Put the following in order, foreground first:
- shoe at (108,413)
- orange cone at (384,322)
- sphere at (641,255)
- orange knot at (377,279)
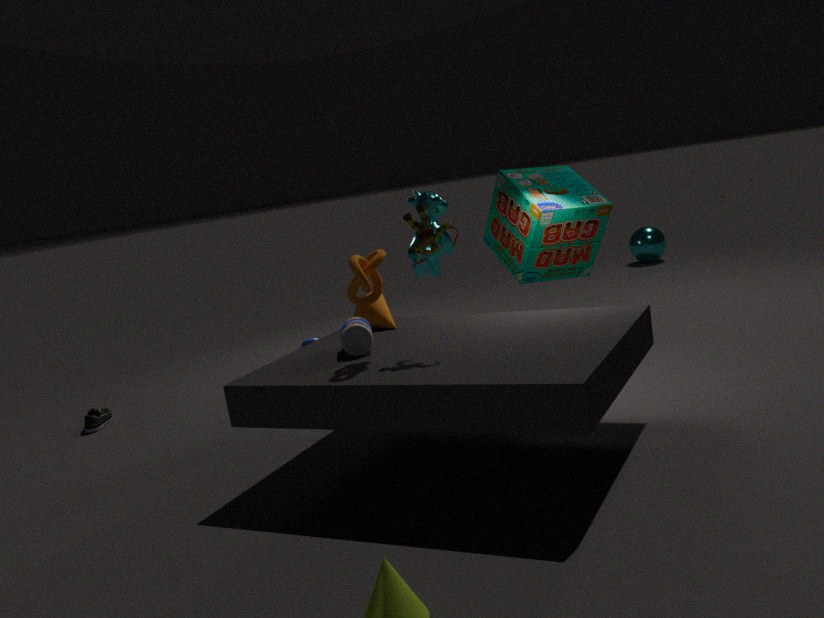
orange knot at (377,279)
orange cone at (384,322)
shoe at (108,413)
sphere at (641,255)
